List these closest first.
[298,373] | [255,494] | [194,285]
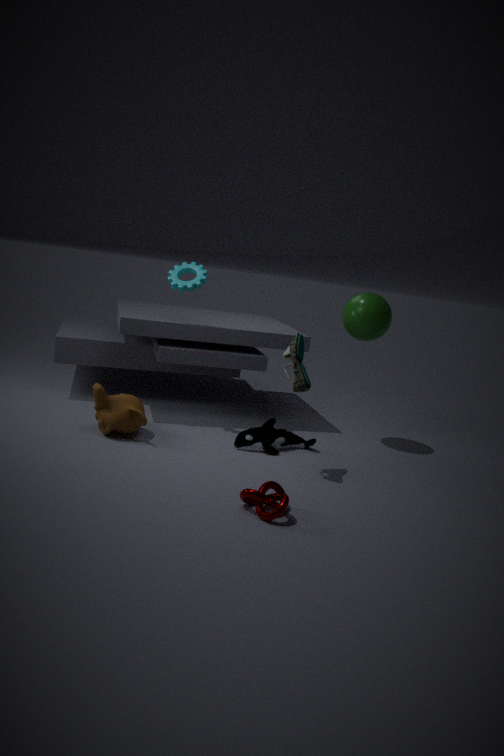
[255,494] → [298,373] → [194,285]
